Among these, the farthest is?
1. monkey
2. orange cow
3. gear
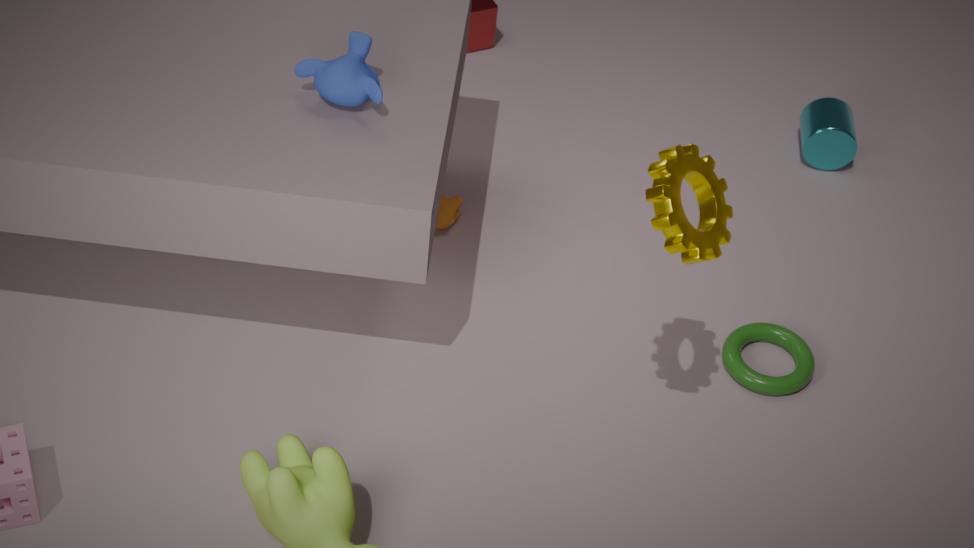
orange cow
